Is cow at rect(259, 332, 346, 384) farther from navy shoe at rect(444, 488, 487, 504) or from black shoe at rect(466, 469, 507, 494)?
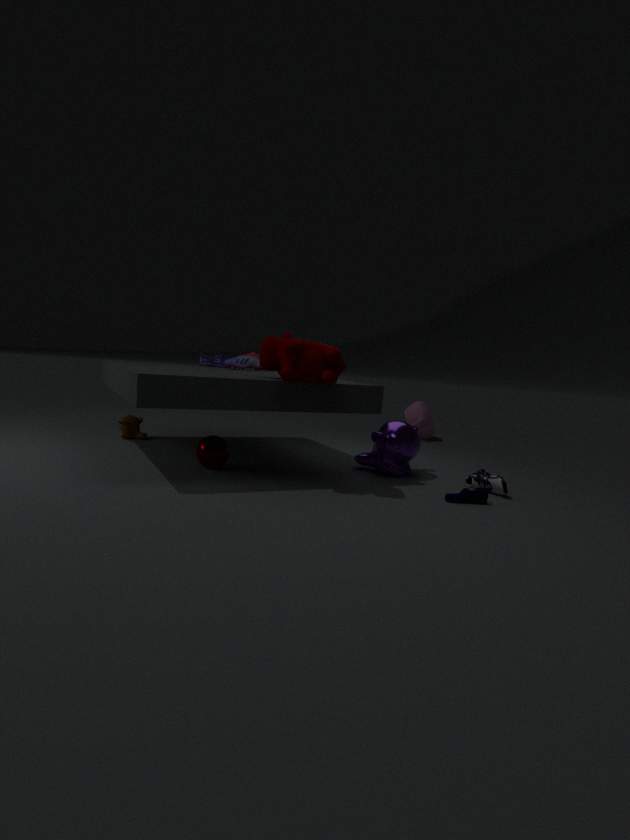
black shoe at rect(466, 469, 507, 494)
